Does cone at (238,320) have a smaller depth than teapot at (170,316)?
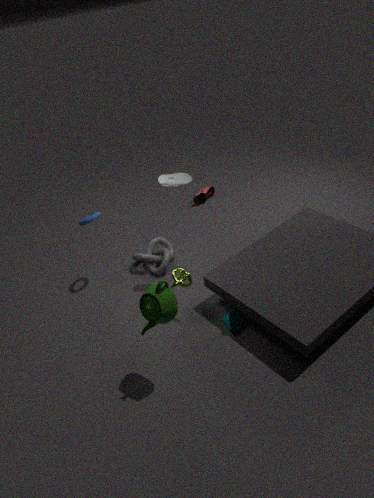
No
